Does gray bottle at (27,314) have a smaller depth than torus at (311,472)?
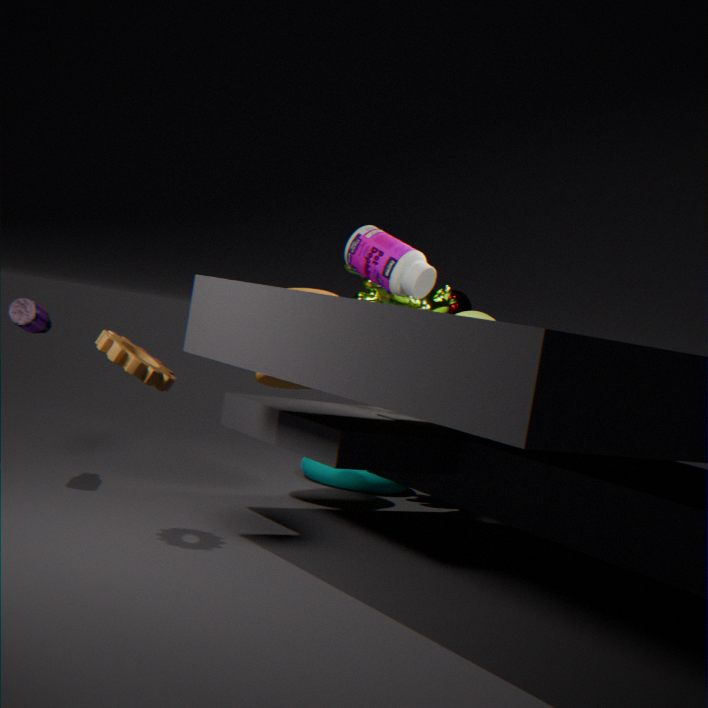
Yes
